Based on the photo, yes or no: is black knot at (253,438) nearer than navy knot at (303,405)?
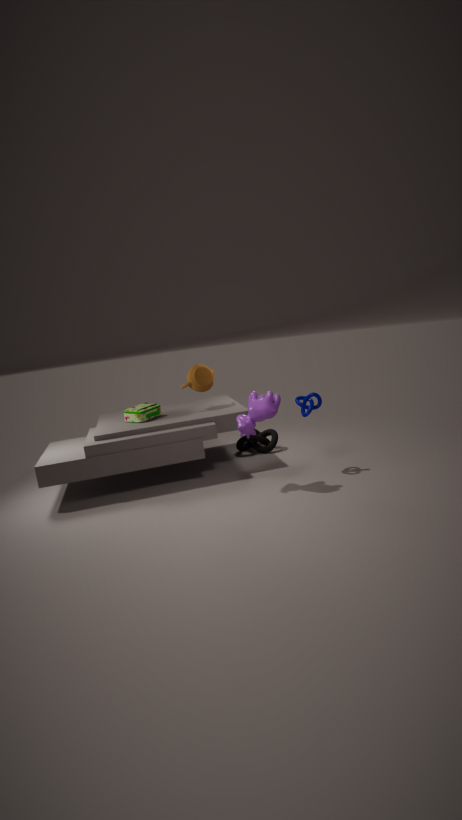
No
